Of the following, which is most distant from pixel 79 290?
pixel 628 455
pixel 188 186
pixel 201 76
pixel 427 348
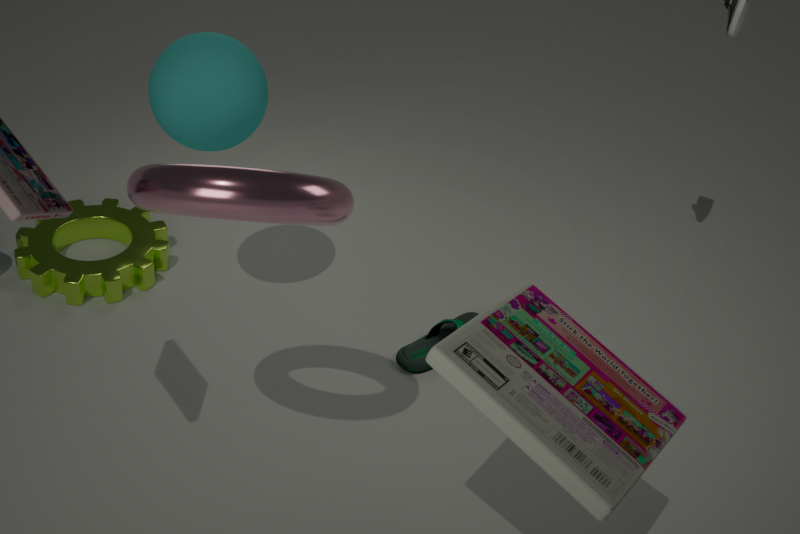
pixel 628 455
